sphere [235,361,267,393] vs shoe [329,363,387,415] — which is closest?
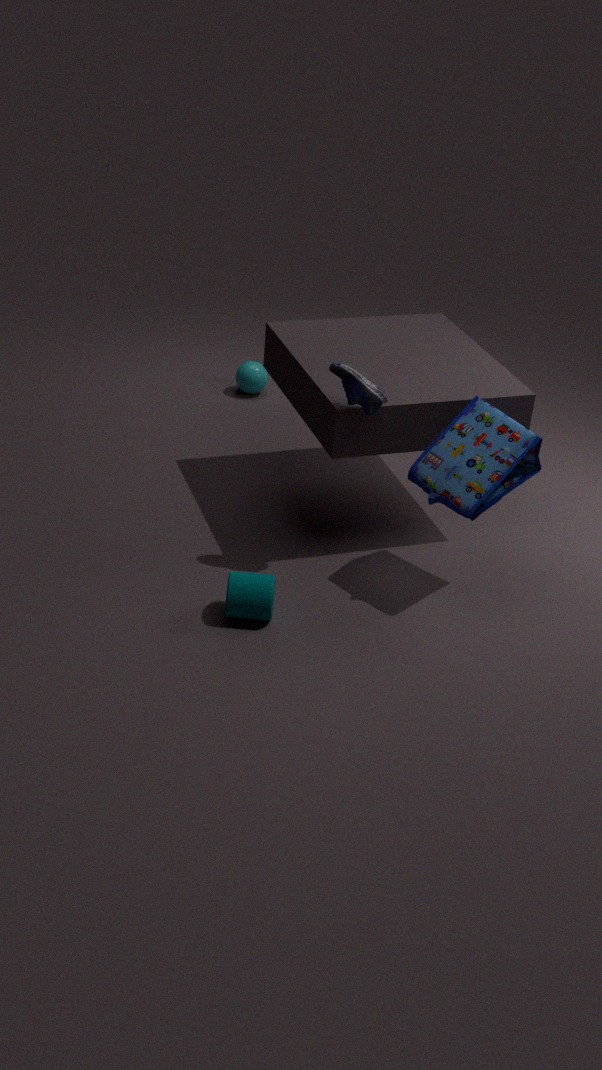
shoe [329,363,387,415]
